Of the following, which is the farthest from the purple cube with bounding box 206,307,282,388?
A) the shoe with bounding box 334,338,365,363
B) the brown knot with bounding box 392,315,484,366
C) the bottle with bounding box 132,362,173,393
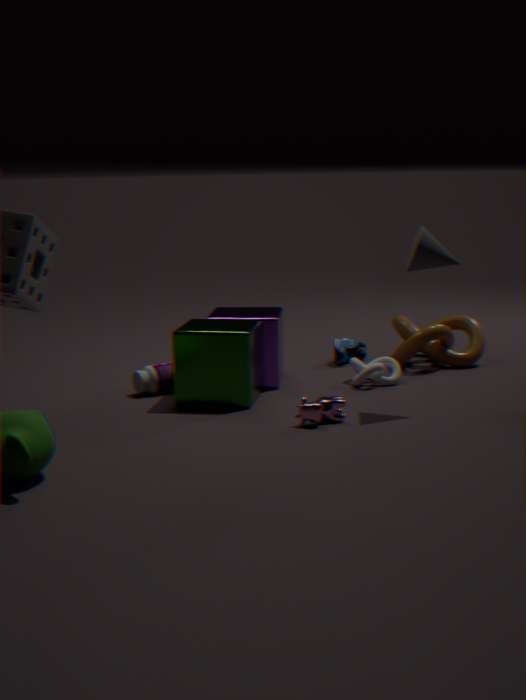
the brown knot with bounding box 392,315,484,366
